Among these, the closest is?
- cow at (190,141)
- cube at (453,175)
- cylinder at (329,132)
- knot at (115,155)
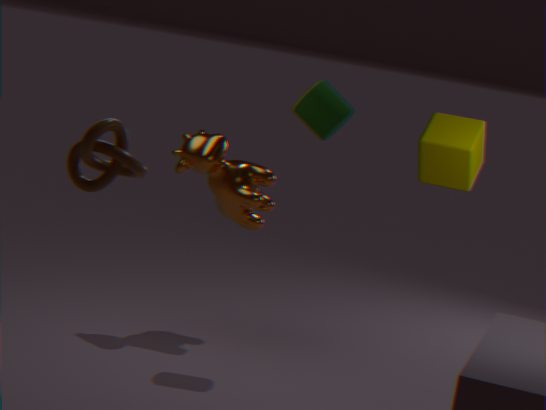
knot at (115,155)
